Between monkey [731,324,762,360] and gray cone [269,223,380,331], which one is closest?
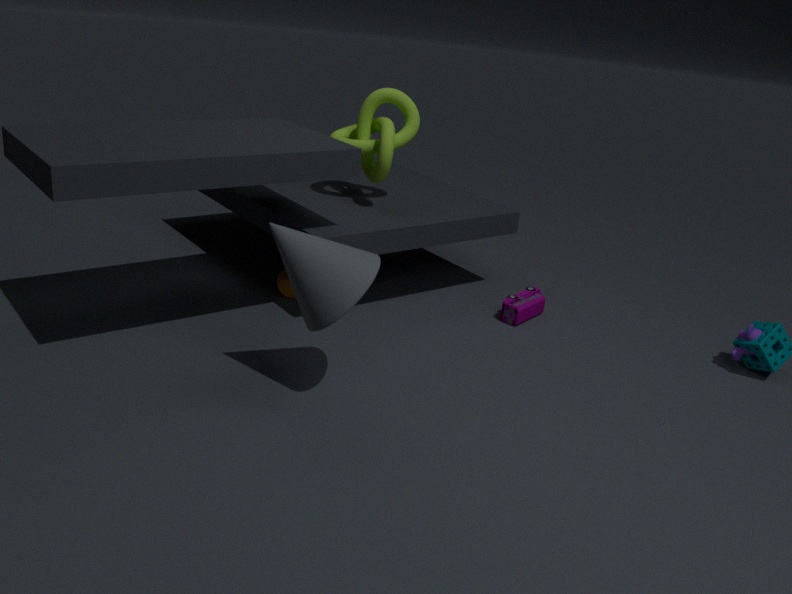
gray cone [269,223,380,331]
